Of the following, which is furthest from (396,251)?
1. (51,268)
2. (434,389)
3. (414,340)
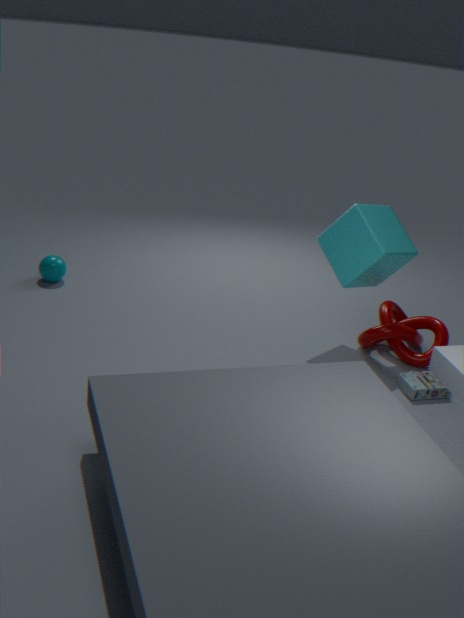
(51,268)
